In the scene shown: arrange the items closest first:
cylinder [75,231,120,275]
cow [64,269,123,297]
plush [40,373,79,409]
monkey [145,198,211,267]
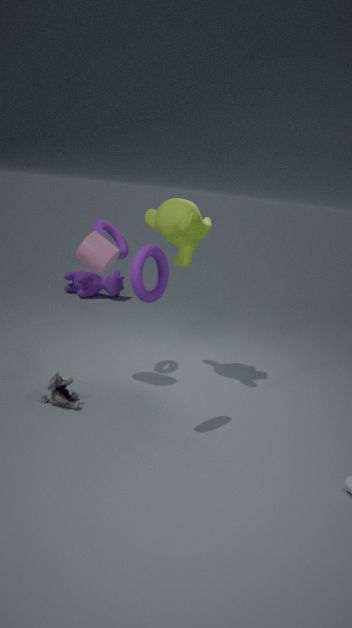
plush [40,373,79,409] → cylinder [75,231,120,275] → monkey [145,198,211,267] → cow [64,269,123,297]
